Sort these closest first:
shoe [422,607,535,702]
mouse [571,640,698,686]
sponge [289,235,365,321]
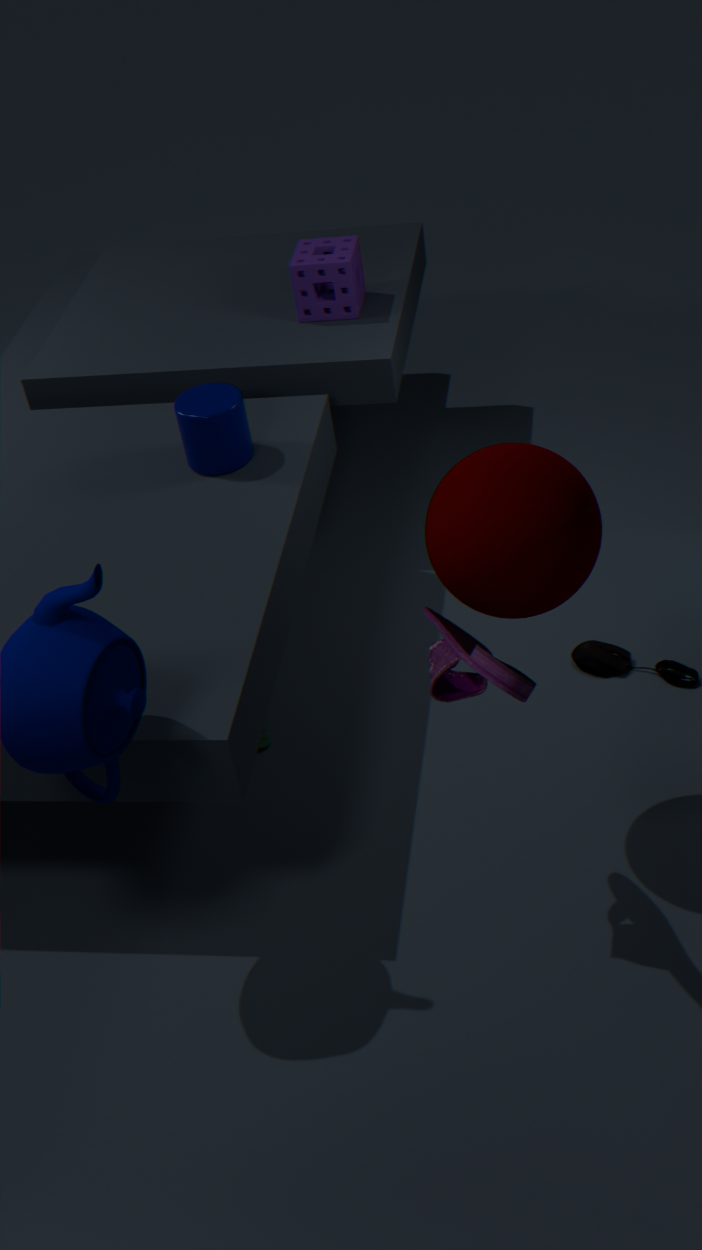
shoe [422,607,535,702], mouse [571,640,698,686], sponge [289,235,365,321]
